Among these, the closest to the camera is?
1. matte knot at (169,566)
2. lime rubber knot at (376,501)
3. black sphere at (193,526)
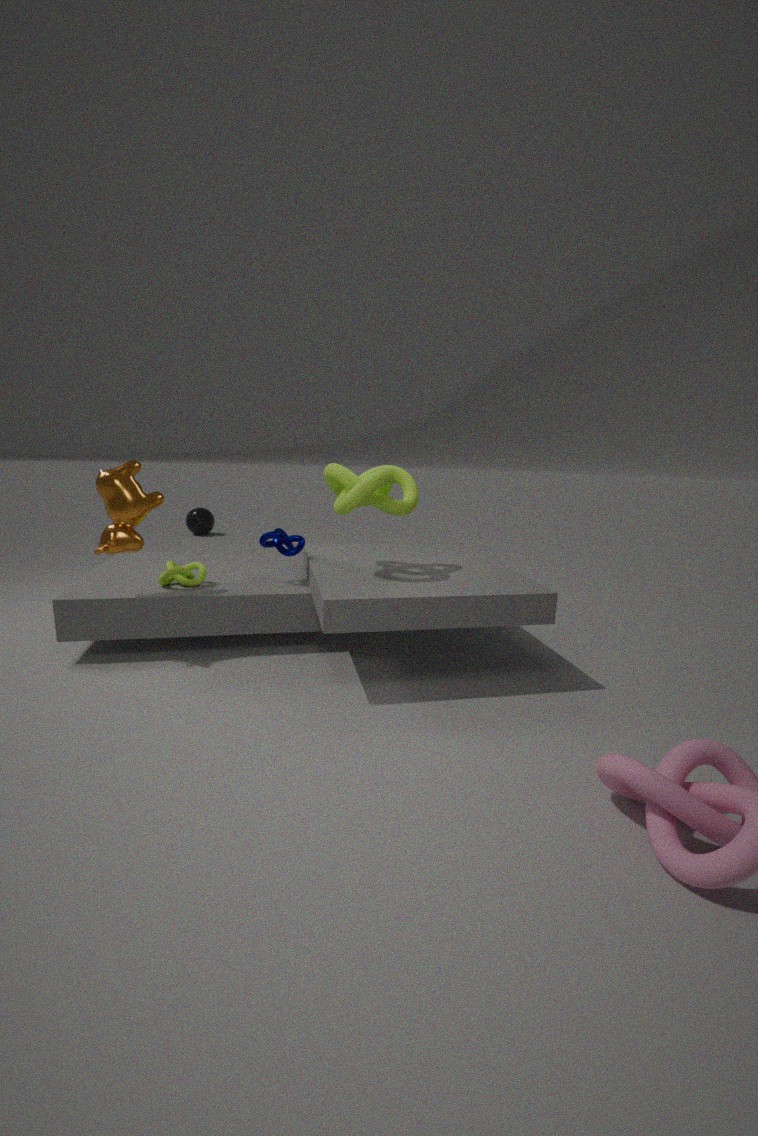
lime rubber knot at (376,501)
